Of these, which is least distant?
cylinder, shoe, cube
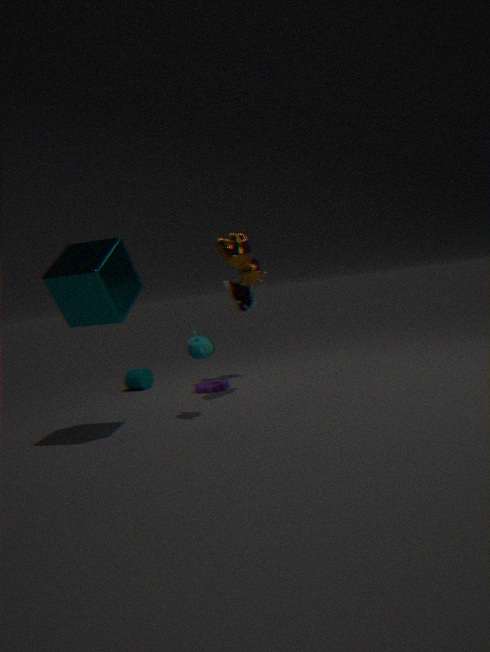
cube
